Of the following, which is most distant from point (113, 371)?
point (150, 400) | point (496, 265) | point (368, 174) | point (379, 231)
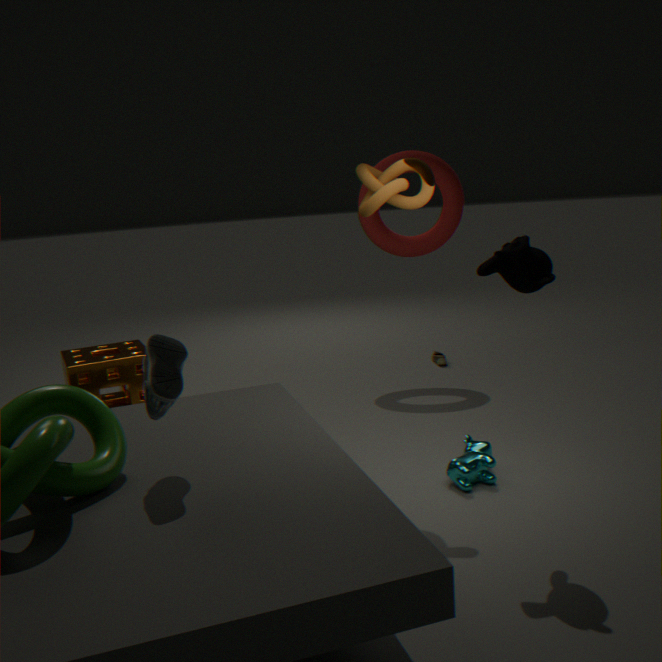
point (496, 265)
